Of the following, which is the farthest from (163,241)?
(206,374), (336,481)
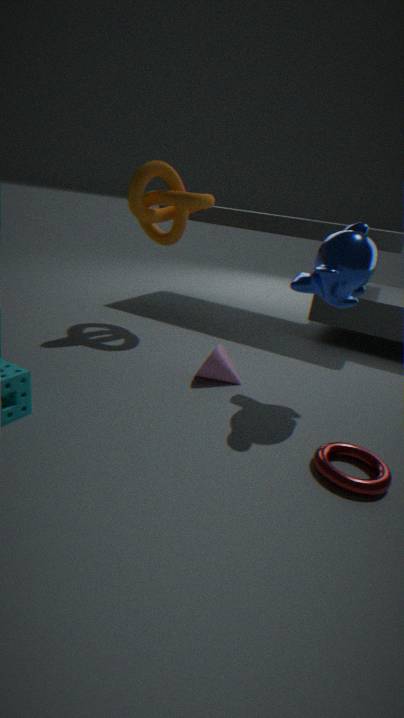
(336,481)
